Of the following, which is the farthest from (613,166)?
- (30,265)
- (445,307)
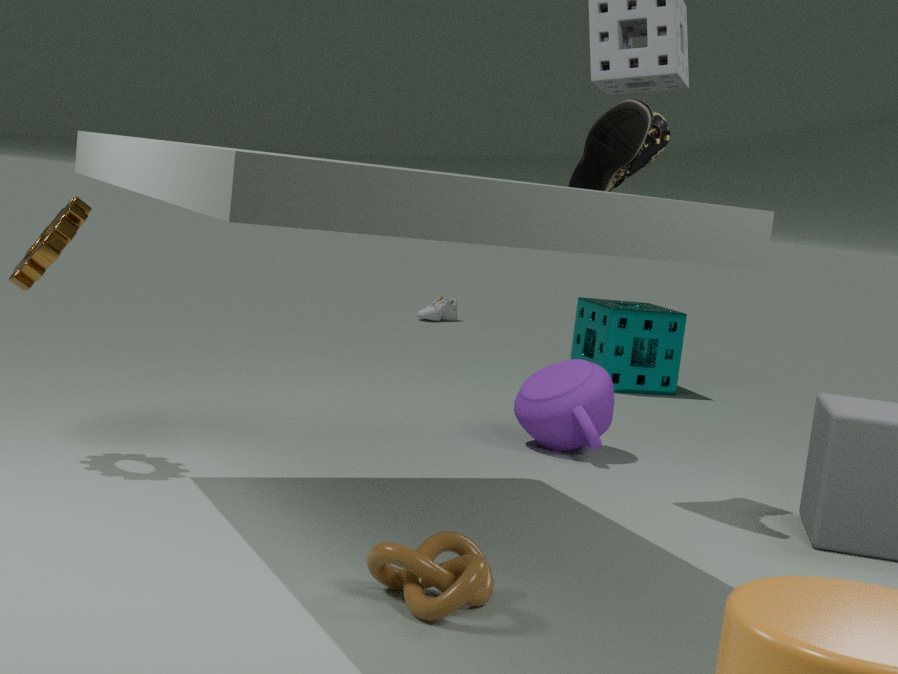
(445,307)
